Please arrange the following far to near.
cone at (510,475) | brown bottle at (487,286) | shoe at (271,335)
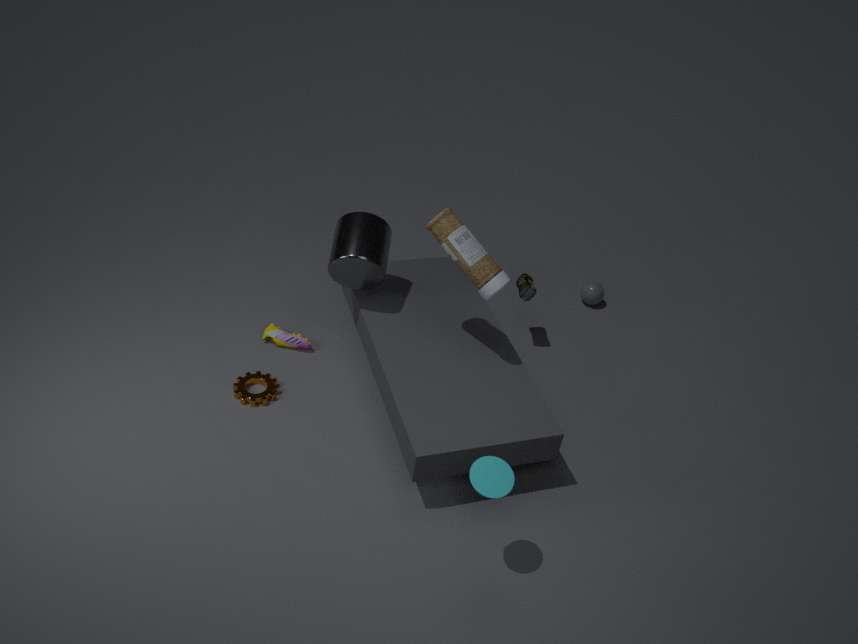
shoe at (271,335) < brown bottle at (487,286) < cone at (510,475)
